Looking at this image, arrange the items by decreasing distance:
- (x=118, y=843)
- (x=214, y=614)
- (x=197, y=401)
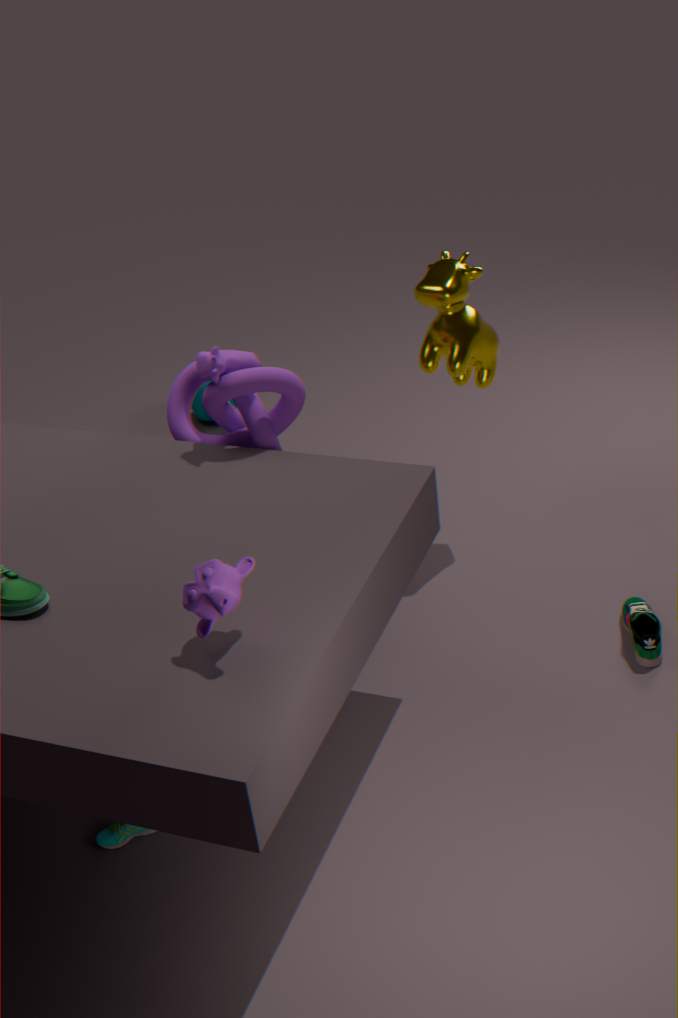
(x=197, y=401)
(x=118, y=843)
(x=214, y=614)
